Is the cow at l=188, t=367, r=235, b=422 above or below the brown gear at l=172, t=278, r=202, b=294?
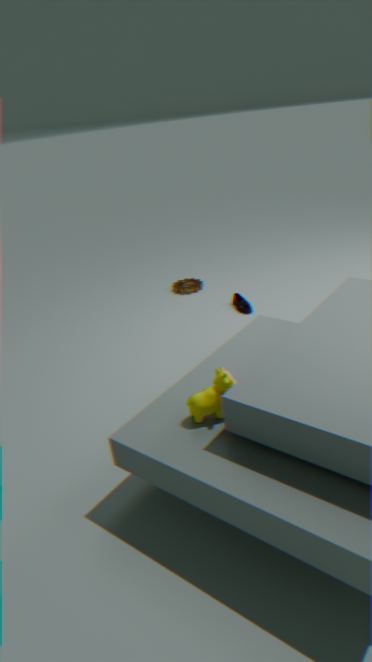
above
